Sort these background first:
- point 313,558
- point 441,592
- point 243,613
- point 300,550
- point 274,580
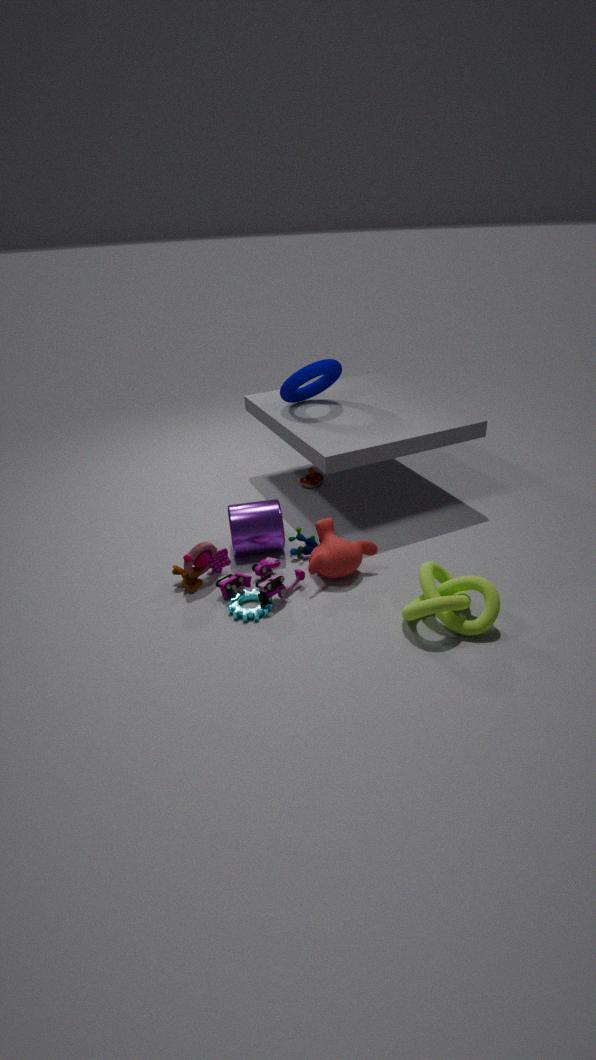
point 300,550, point 313,558, point 274,580, point 243,613, point 441,592
